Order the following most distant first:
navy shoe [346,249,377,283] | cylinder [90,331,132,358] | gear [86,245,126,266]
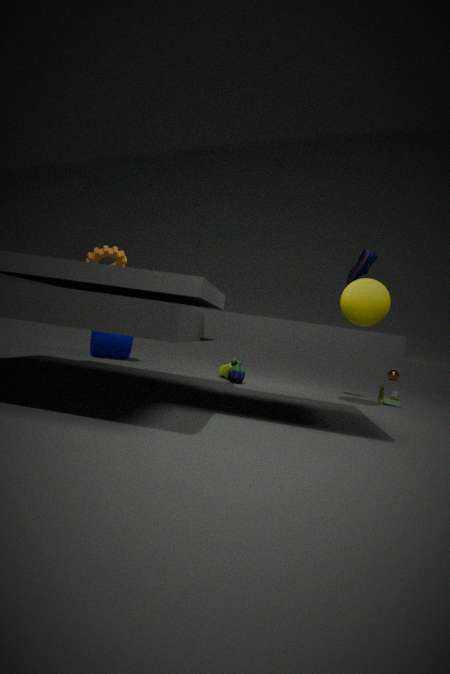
cylinder [90,331,132,358]
navy shoe [346,249,377,283]
gear [86,245,126,266]
